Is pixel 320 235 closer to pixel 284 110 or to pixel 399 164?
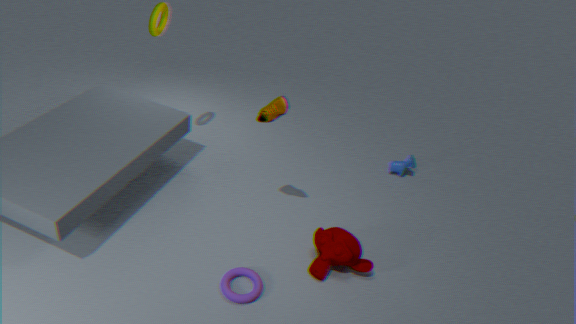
pixel 284 110
